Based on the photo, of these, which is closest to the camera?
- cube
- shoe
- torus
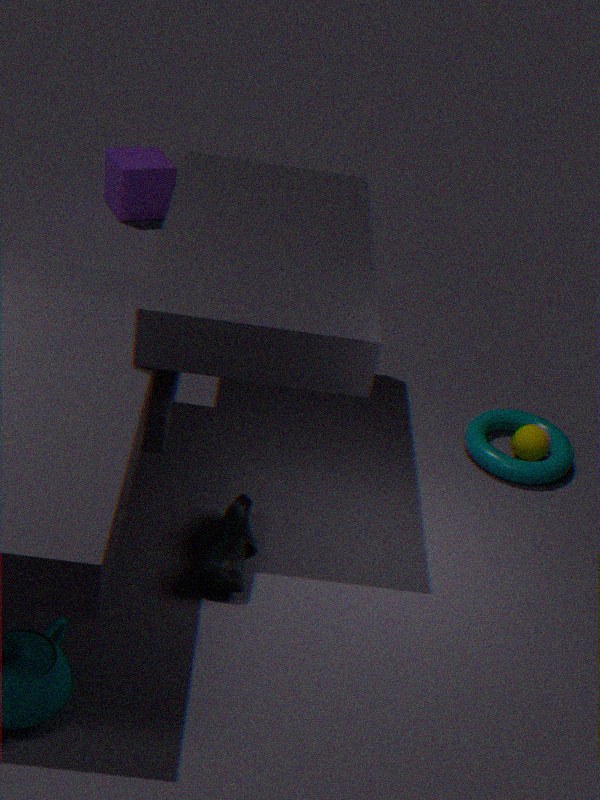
shoe
